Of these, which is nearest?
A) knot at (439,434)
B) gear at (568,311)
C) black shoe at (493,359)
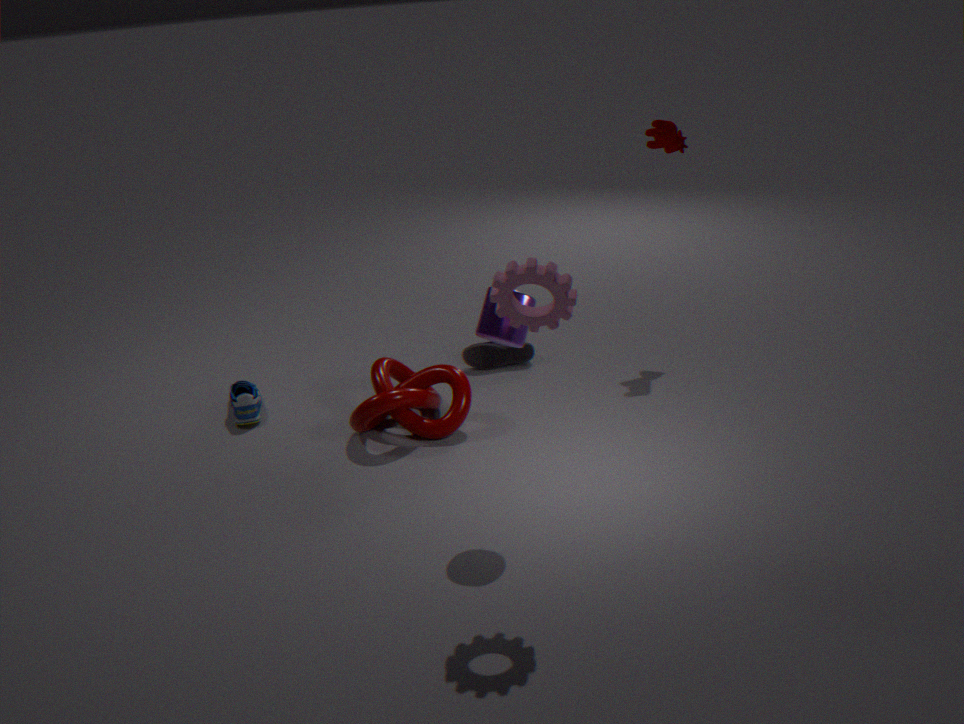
gear at (568,311)
